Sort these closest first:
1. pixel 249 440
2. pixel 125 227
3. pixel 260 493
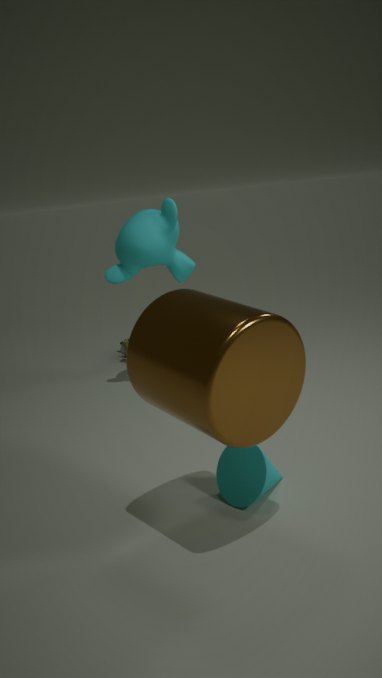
pixel 249 440 → pixel 260 493 → pixel 125 227
